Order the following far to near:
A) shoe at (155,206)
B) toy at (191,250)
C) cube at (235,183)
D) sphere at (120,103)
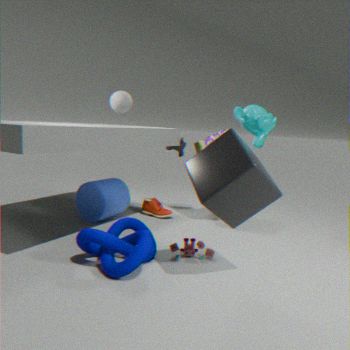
shoe at (155,206), sphere at (120,103), toy at (191,250), cube at (235,183)
